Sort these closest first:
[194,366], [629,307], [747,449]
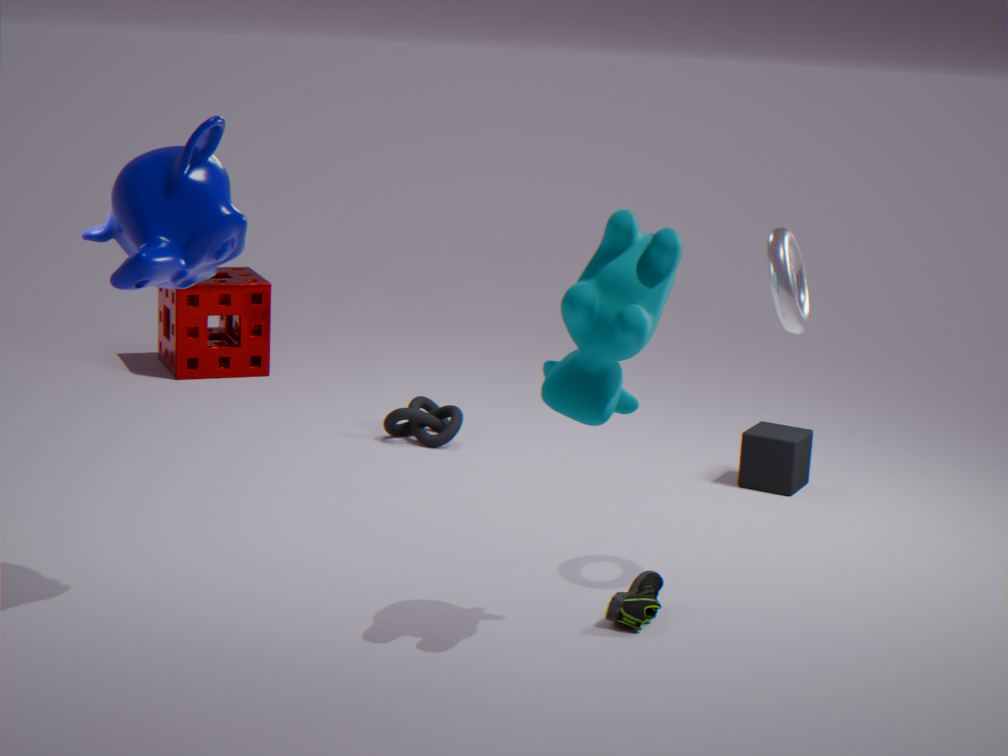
[629,307], [747,449], [194,366]
